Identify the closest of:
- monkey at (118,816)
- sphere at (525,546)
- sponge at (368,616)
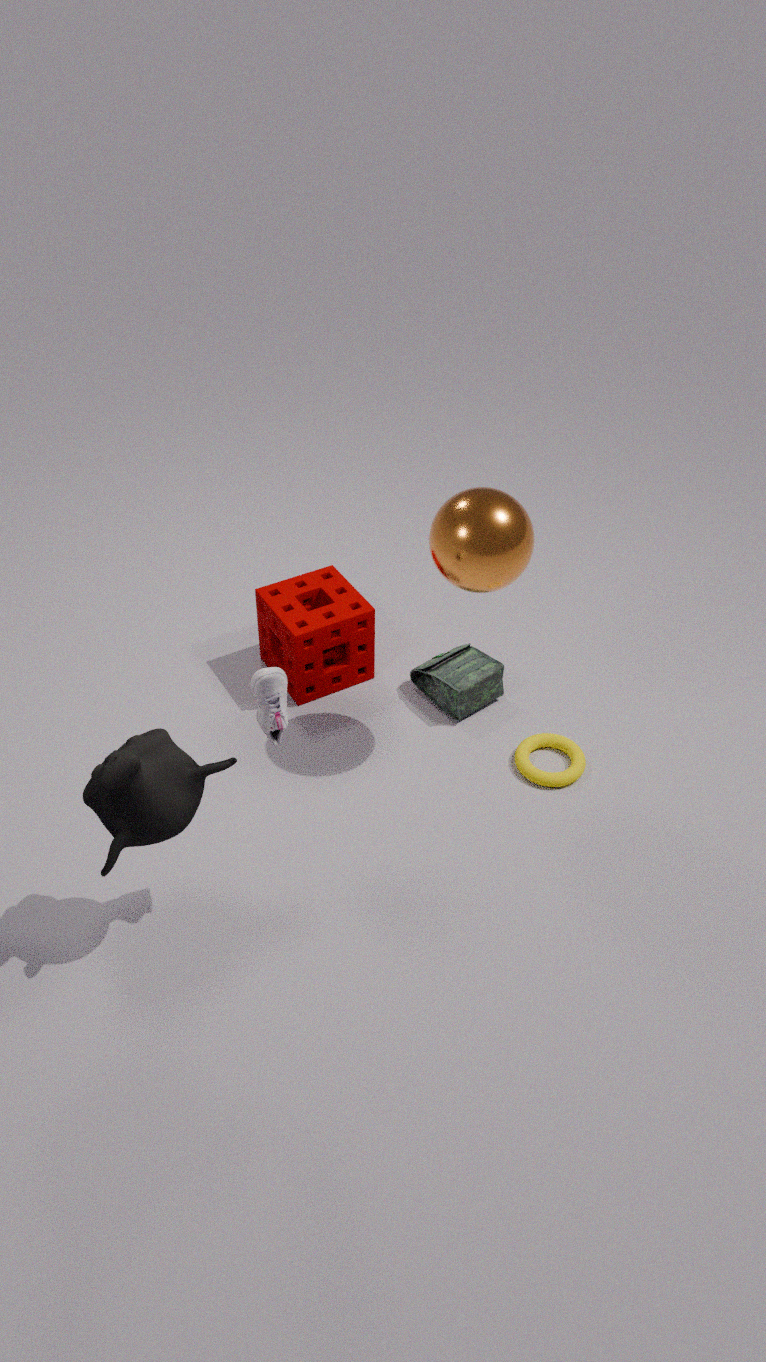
monkey at (118,816)
